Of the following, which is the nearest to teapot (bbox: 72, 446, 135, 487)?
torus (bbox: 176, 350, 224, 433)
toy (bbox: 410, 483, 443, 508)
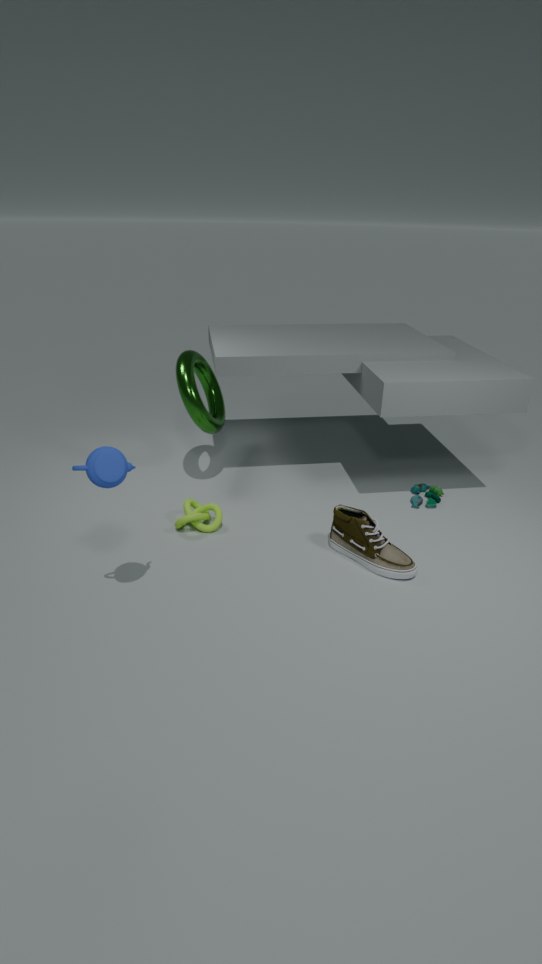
torus (bbox: 176, 350, 224, 433)
